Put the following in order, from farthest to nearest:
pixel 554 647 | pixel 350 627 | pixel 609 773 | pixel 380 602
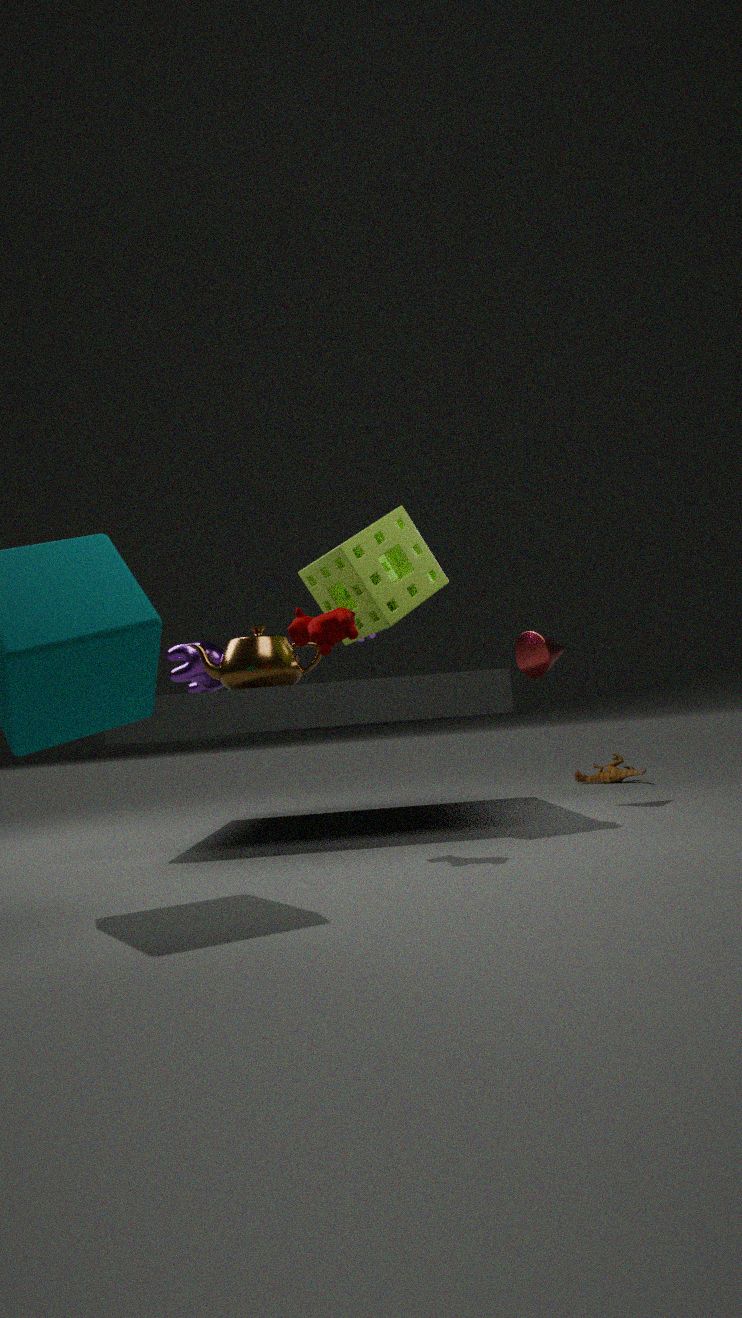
pixel 609 773
pixel 554 647
pixel 380 602
pixel 350 627
